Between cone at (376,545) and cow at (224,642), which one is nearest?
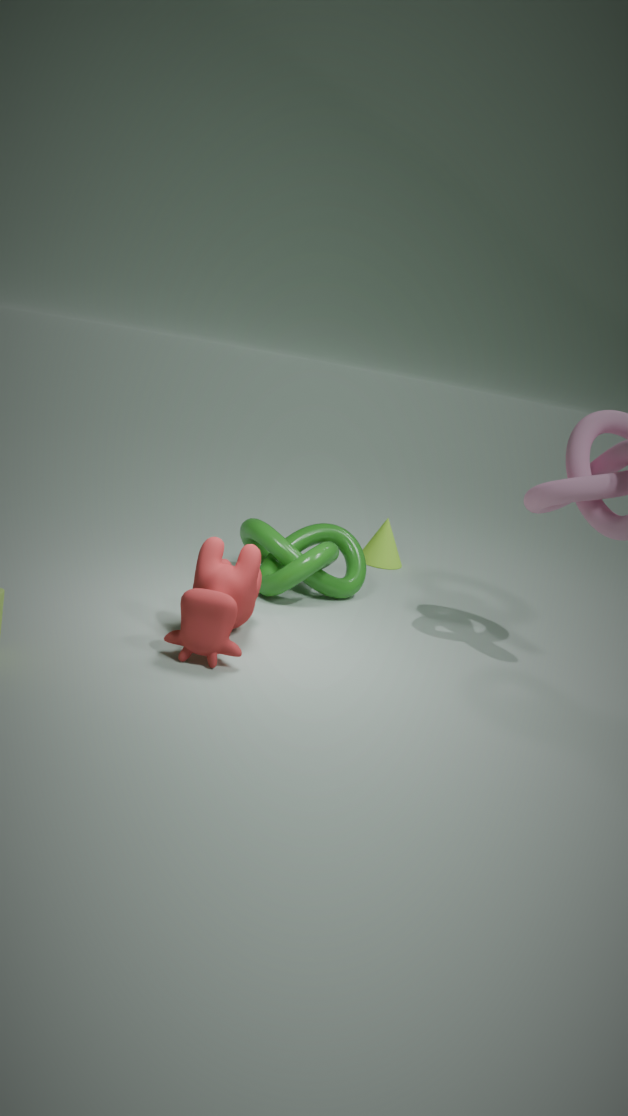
cow at (224,642)
